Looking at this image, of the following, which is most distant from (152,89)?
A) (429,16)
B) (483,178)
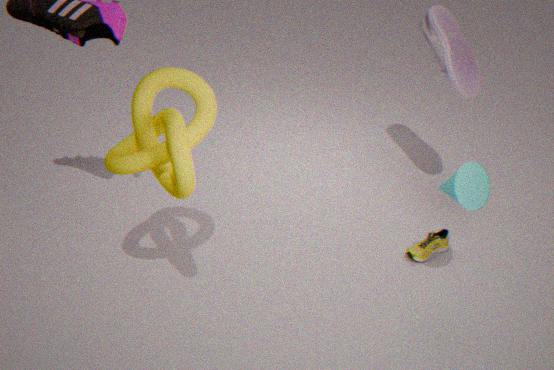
(429,16)
